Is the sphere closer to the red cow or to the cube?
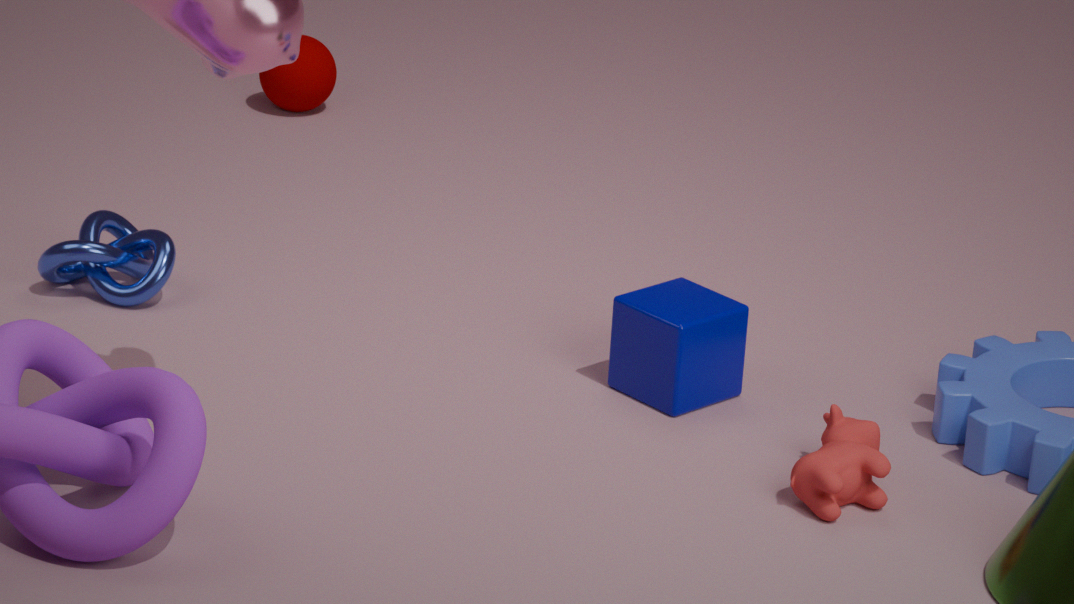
the cube
